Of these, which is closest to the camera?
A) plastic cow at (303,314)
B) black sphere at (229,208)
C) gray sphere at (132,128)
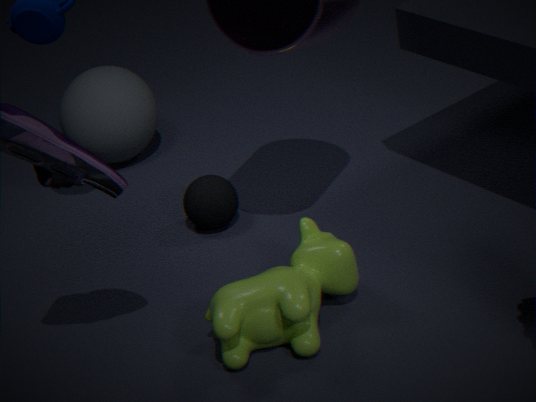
plastic cow at (303,314)
